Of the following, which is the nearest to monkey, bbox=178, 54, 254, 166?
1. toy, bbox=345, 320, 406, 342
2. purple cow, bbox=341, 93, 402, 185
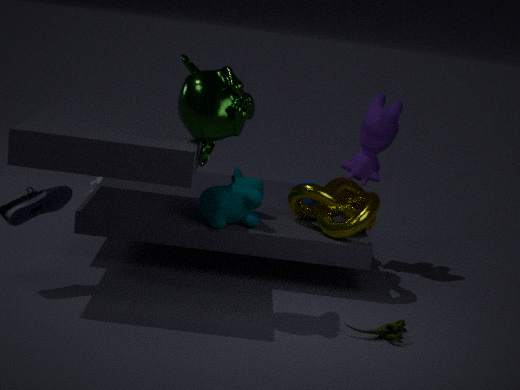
toy, bbox=345, 320, 406, 342
